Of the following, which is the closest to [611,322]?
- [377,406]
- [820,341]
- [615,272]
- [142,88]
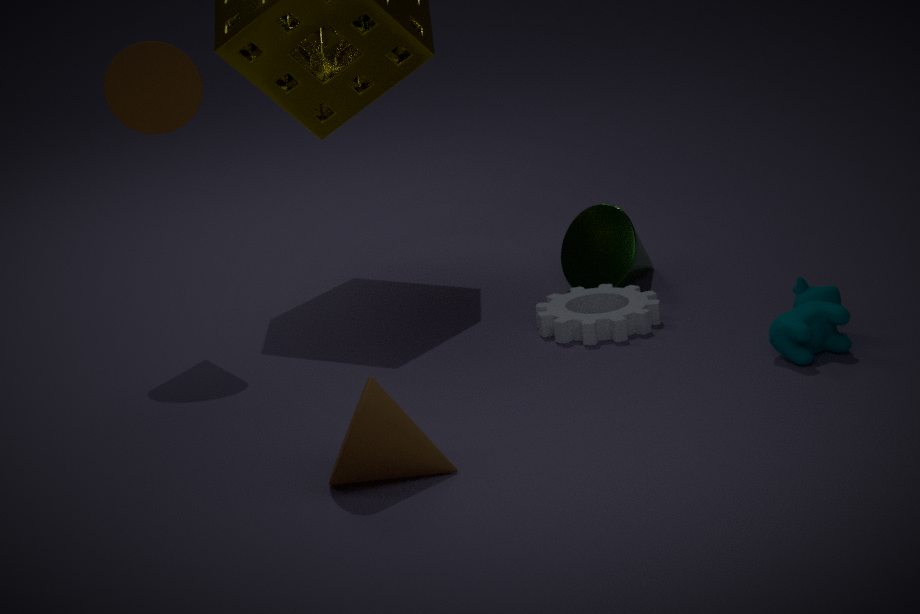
[615,272]
